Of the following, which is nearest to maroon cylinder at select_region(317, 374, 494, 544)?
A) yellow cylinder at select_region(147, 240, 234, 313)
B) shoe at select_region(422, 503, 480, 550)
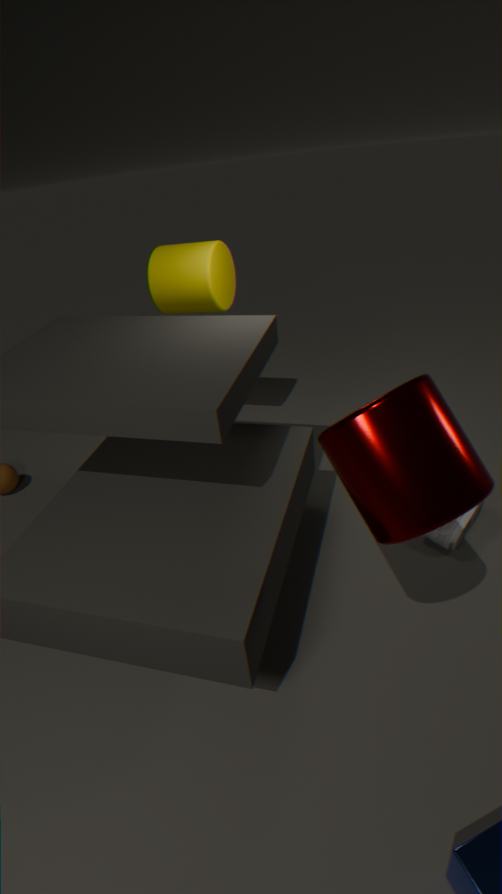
shoe at select_region(422, 503, 480, 550)
